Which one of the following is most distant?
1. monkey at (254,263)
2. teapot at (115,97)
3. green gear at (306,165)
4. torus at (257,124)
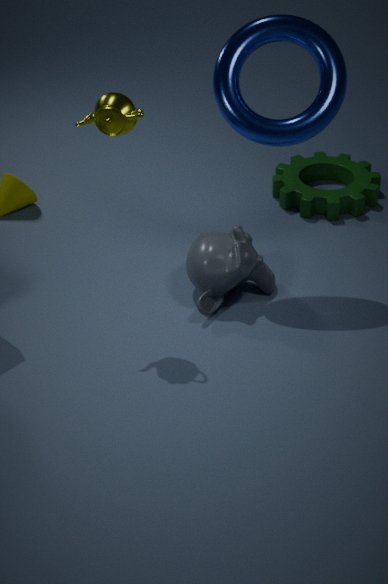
green gear at (306,165)
